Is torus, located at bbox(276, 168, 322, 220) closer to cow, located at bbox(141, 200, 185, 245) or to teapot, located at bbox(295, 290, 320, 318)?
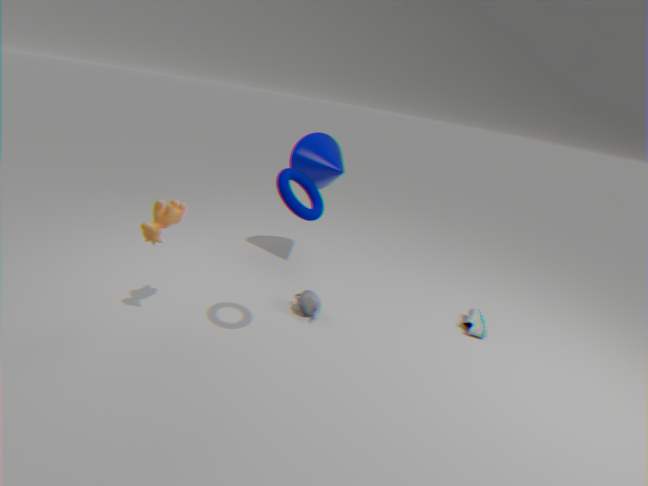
cow, located at bbox(141, 200, 185, 245)
